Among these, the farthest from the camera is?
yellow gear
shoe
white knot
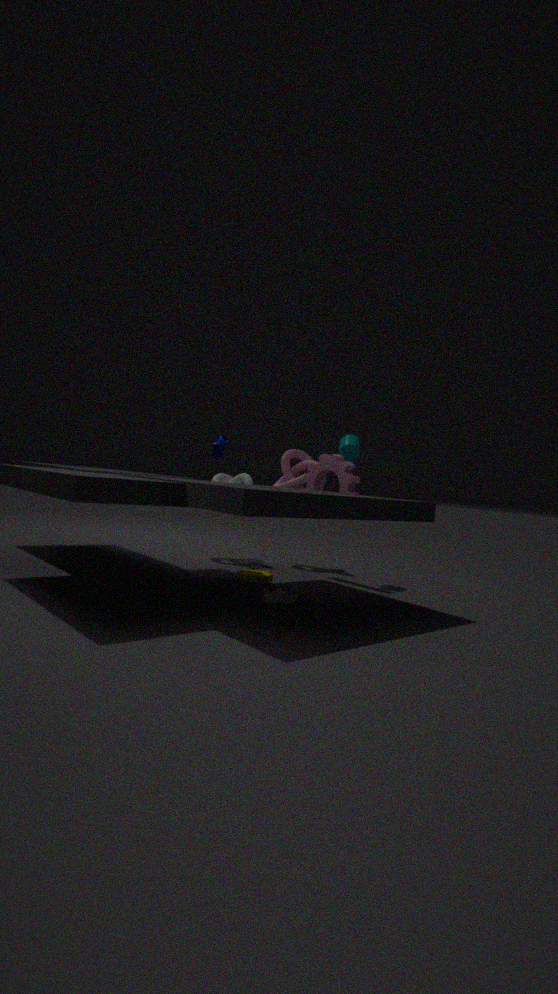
white knot
